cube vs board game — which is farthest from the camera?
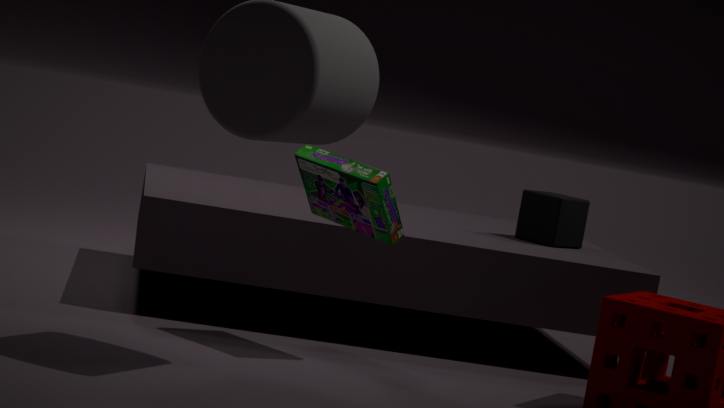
cube
